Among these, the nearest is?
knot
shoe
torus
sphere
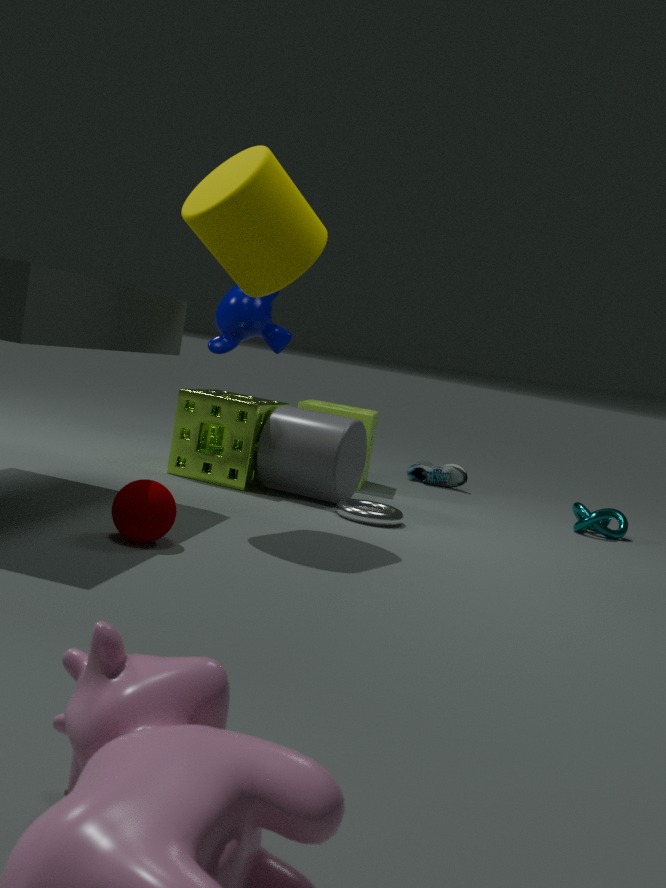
sphere
